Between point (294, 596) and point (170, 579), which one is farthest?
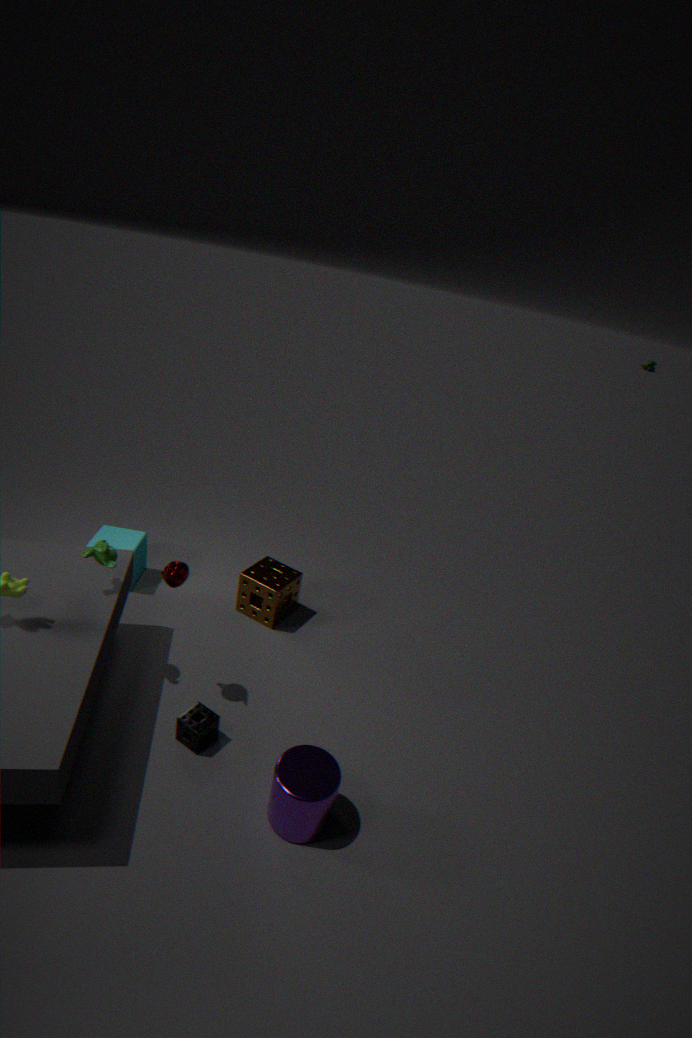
point (294, 596)
